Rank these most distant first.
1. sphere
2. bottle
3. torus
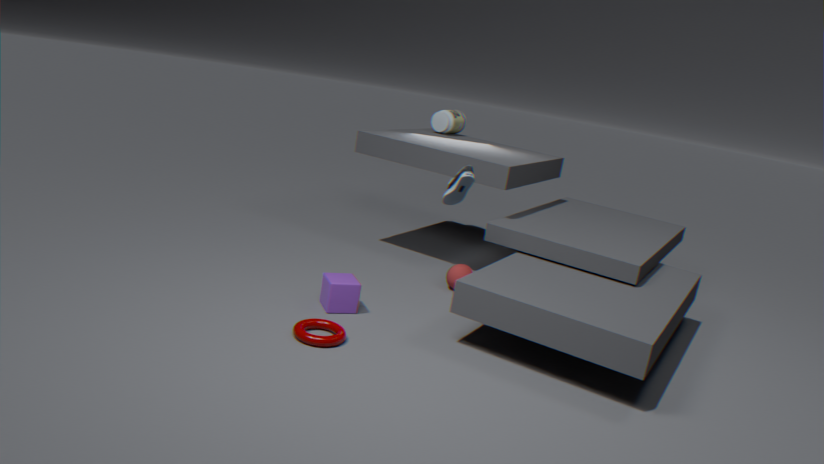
1. bottle
2. sphere
3. torus
